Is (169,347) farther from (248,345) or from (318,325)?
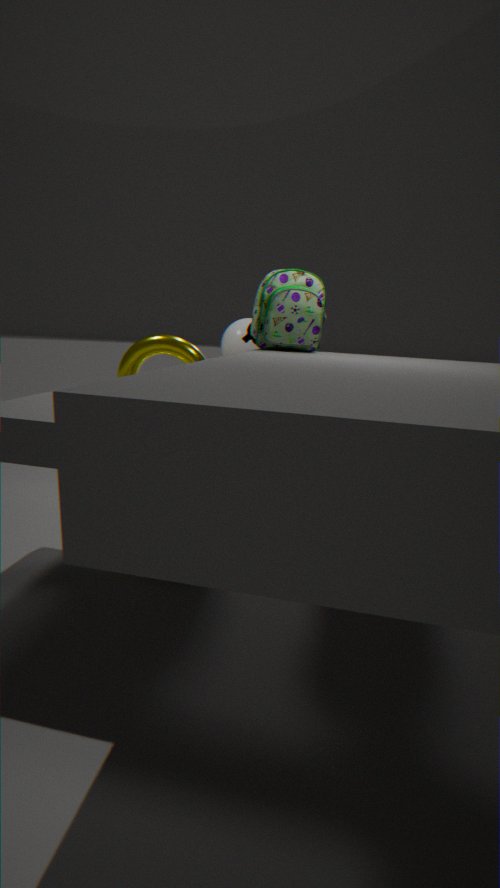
(318,325)
